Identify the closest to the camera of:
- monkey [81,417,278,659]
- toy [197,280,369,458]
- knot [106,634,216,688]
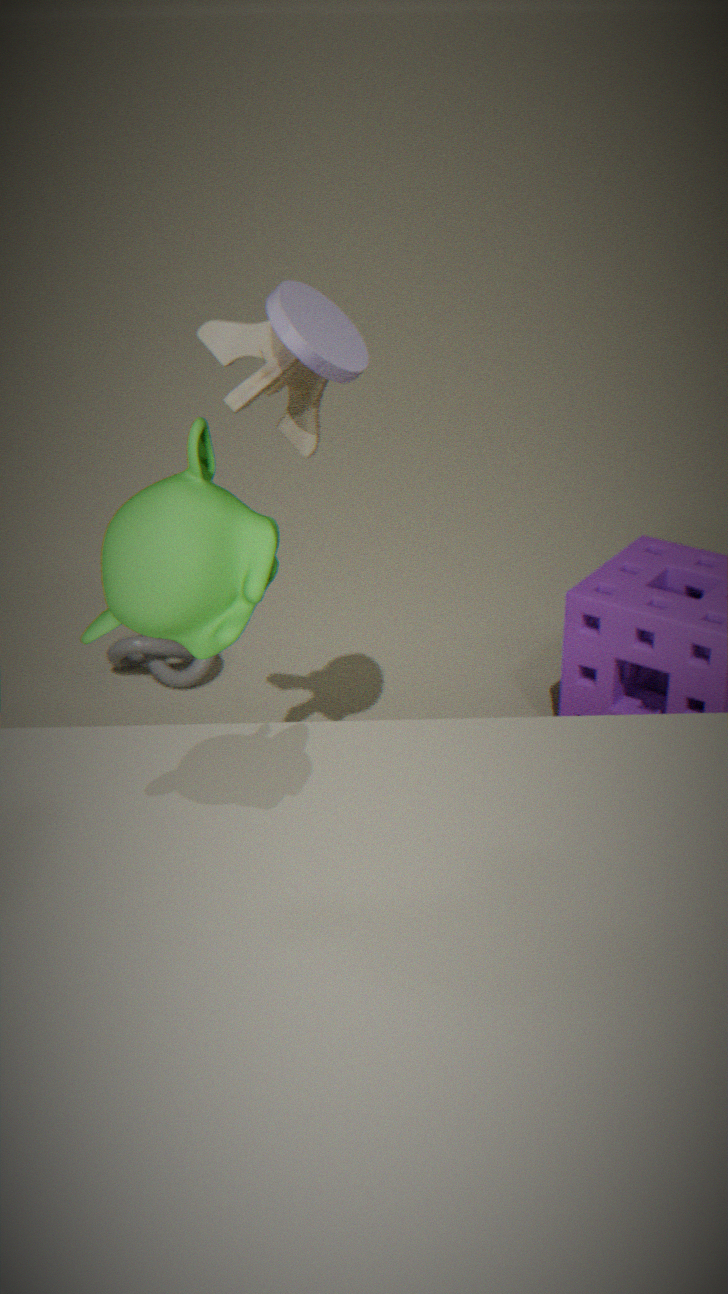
monkey [81,417,278,659]
